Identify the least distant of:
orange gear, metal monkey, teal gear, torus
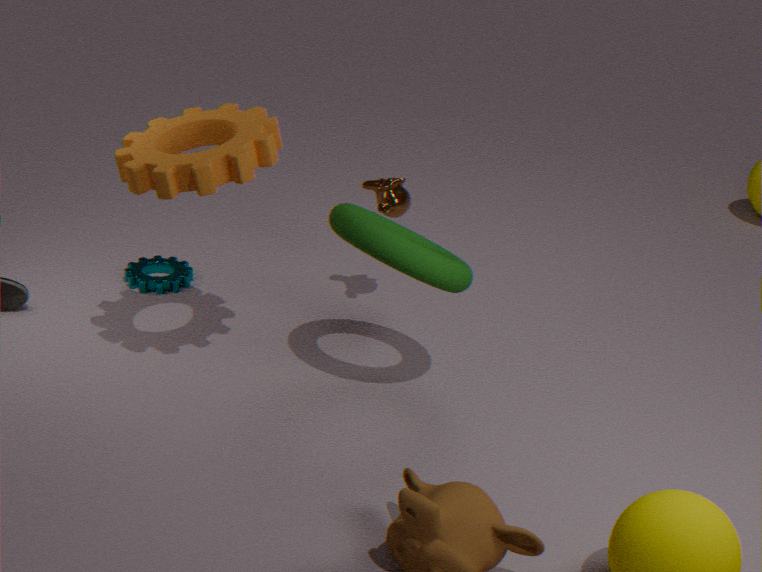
orange gear
